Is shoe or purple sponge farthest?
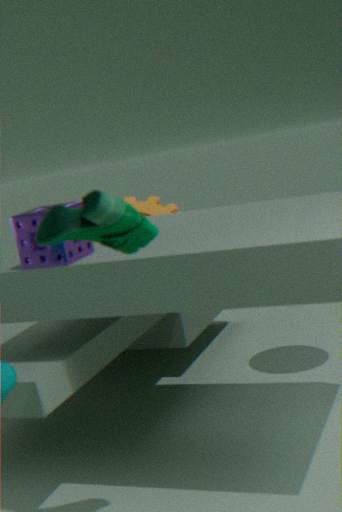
purple sponge
